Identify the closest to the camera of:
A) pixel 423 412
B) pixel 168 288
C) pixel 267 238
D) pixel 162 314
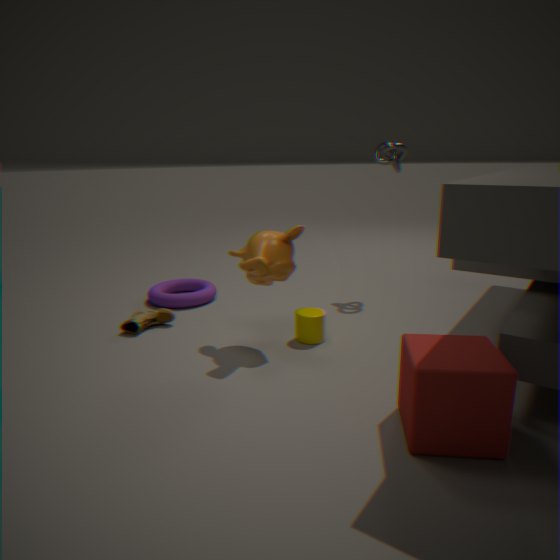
pixel 423 412
